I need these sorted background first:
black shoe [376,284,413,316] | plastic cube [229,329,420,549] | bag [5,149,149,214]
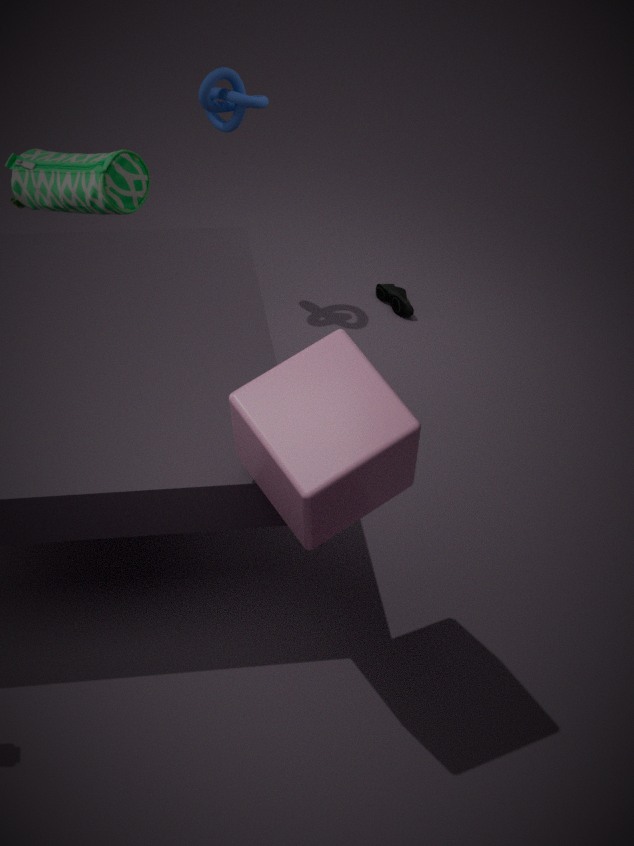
black shoe [376,284,413,316]
bag [5,149,149,214]
plastic cube [229,329,420,549]
